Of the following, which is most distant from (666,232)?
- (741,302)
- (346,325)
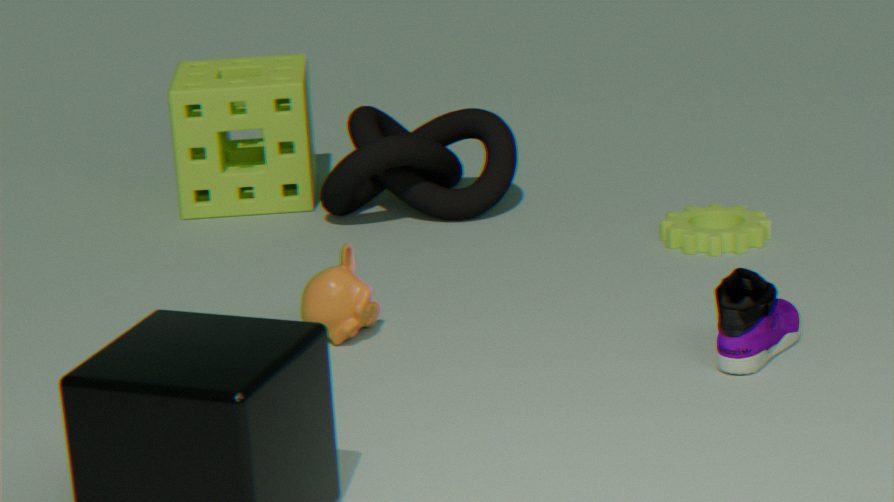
(346,325)
